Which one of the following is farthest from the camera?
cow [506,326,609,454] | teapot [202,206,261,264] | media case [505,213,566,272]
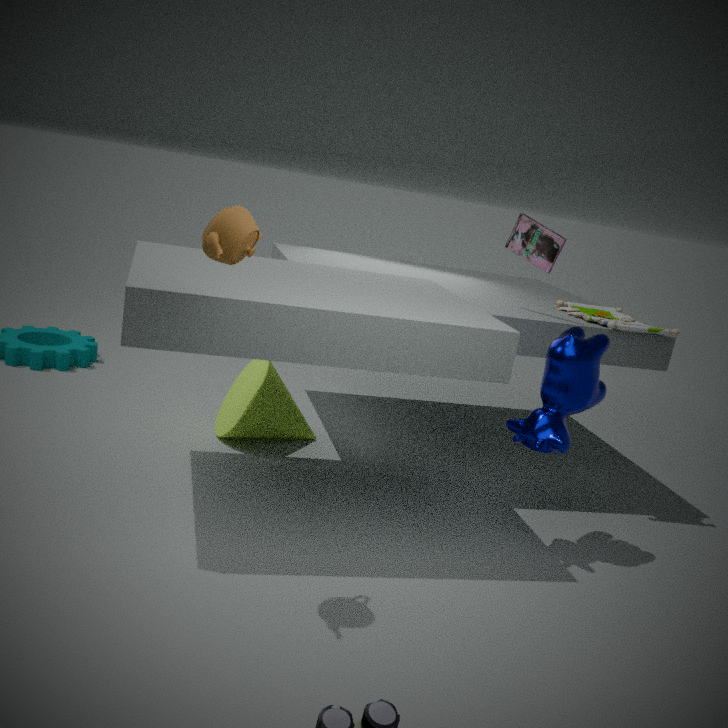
media case [505,213,566,272]
